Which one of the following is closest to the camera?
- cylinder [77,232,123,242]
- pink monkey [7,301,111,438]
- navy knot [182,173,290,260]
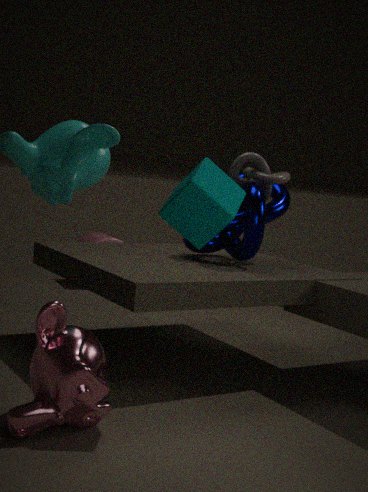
pink monkey [7,301,111,438]
